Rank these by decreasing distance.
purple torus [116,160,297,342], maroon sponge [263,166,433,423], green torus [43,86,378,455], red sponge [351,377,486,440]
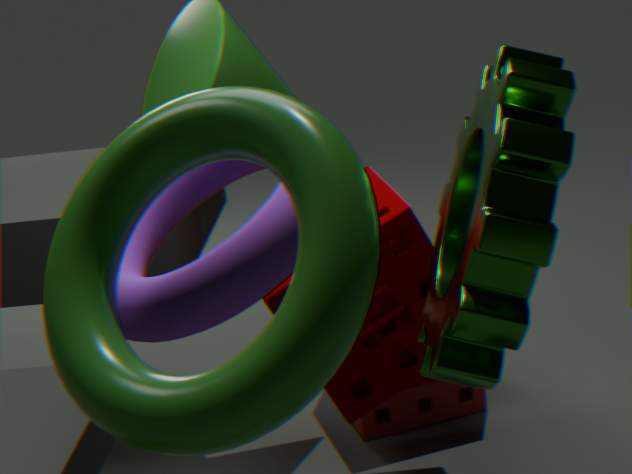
red sponge [351,377,486,440] < maroon sponge [263,166,433,423] < purple torus [116,160,297,342] < green torus [43,86,378,455]
